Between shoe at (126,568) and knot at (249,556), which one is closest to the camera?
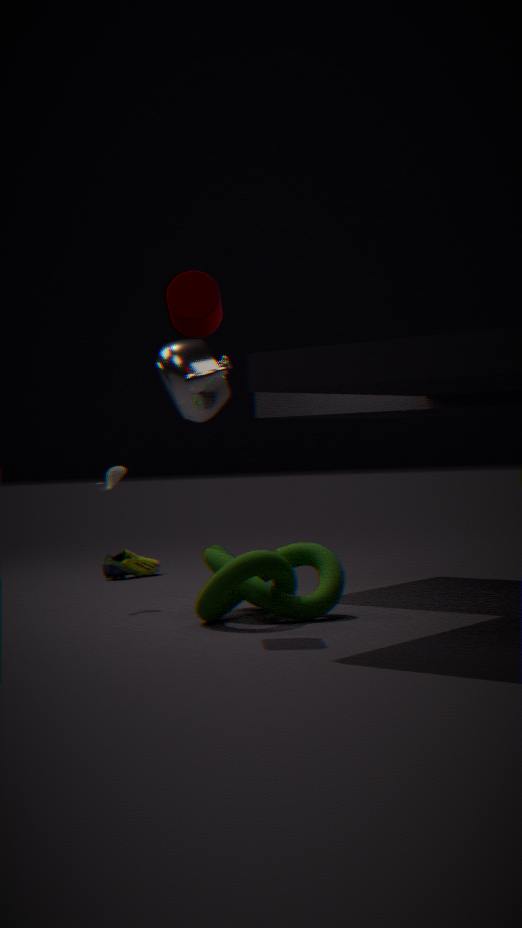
knot at (249,556)
